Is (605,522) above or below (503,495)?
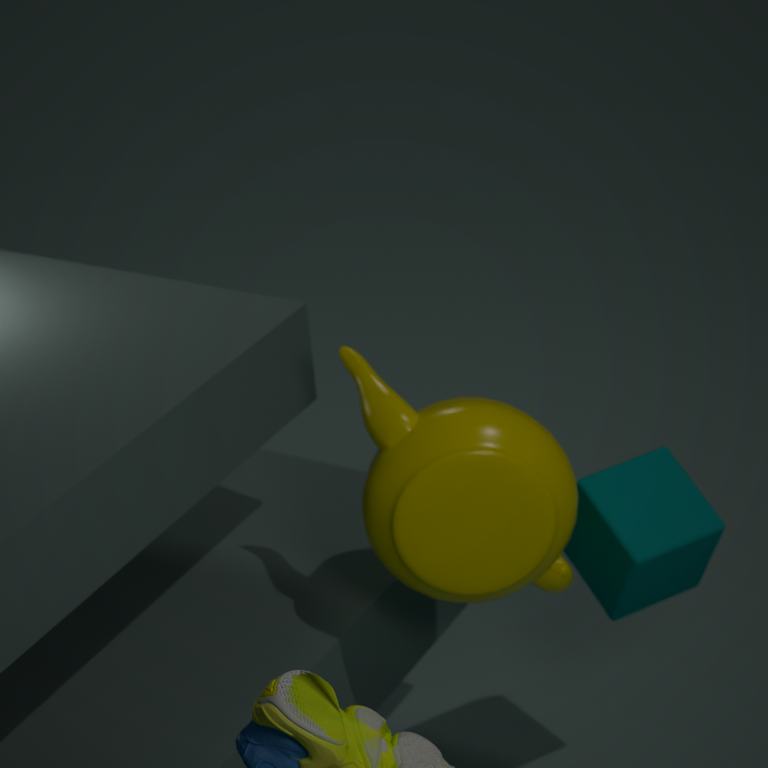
below
